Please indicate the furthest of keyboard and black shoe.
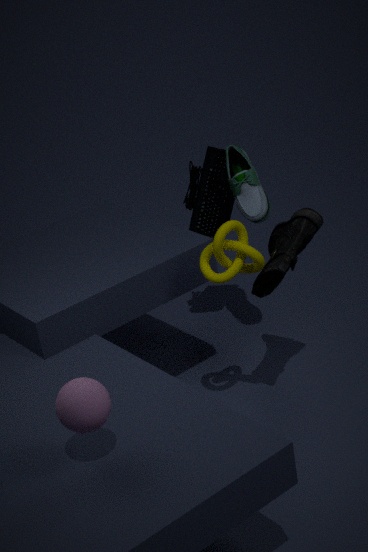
keyboard
